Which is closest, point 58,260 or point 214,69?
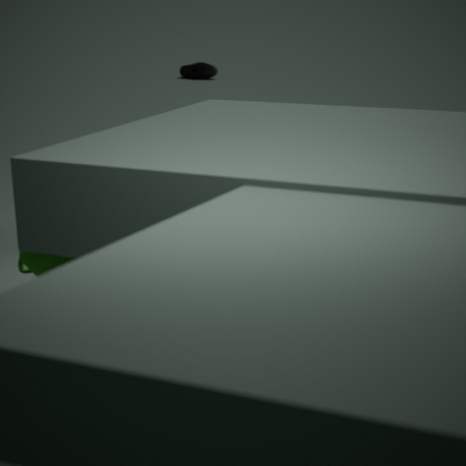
point 58,260
